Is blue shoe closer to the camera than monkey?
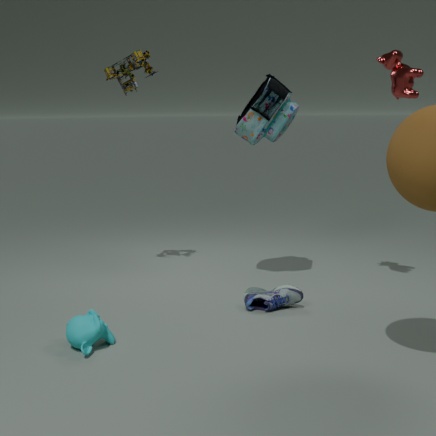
No
